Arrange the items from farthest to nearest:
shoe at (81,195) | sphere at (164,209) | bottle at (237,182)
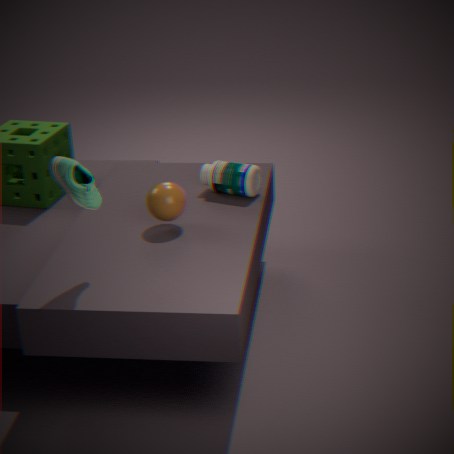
bottle at (237,182) < sphere at (164,209) < shoe at (81,195)
